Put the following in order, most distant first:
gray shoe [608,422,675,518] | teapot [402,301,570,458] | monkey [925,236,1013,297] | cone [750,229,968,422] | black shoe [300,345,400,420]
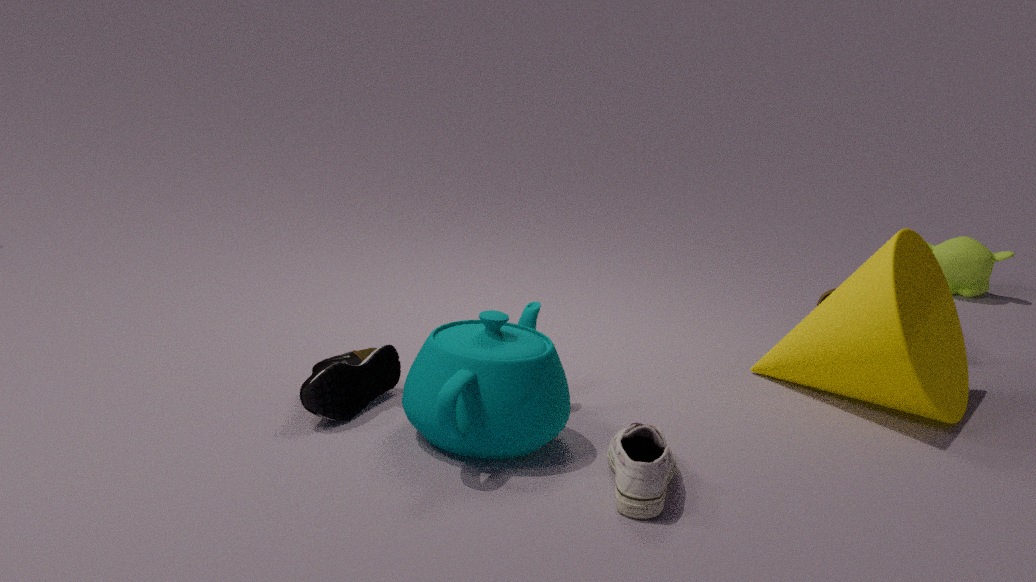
monkey [925,236,1013,297], cone [750,229,968,422], black shoe [300,345,400,420], teapot [402,301,570,458], gray shoe [608,422,675,518]
